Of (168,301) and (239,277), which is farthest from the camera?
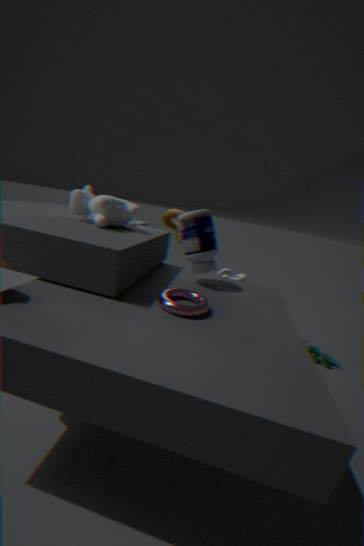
(239,277)
